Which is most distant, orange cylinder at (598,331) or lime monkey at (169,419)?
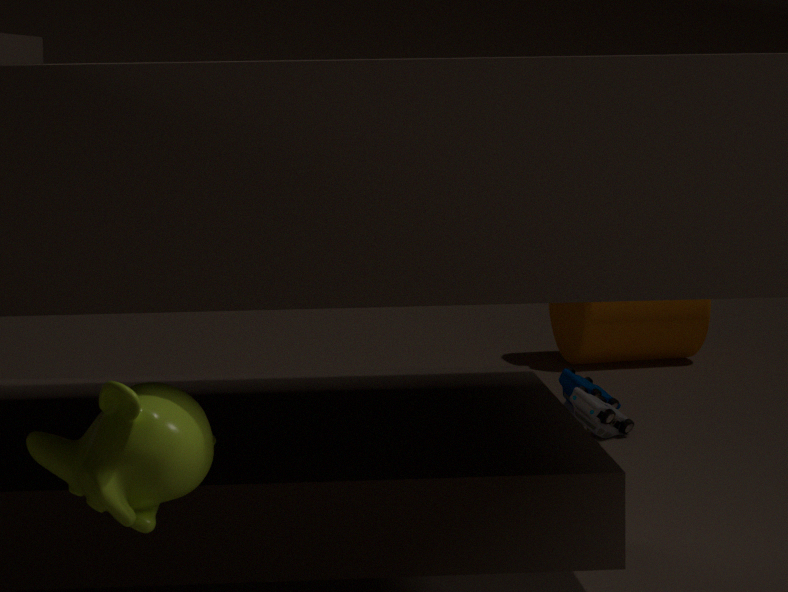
orange cylinder at (598,331)
